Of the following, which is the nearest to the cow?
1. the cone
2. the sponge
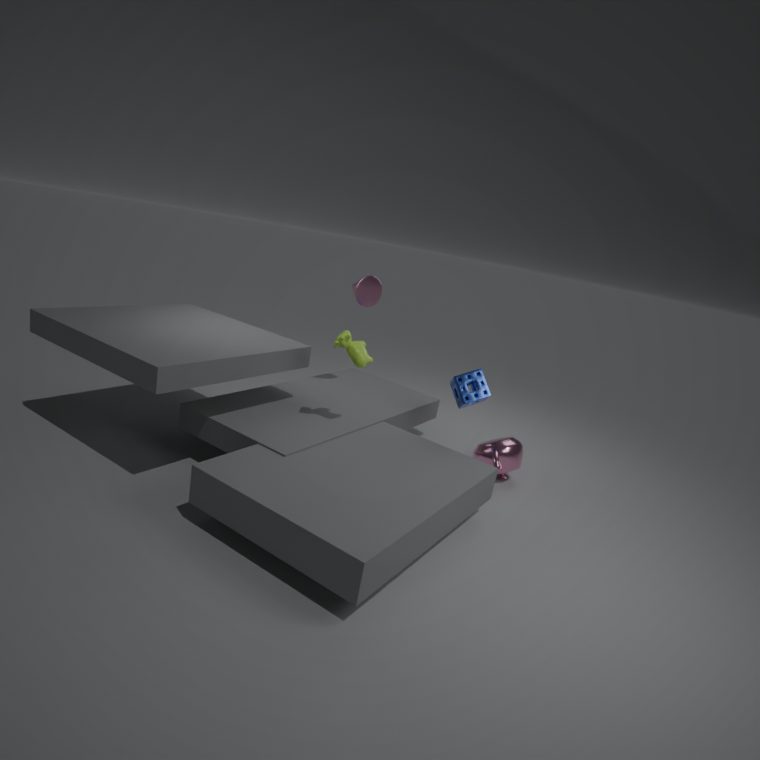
the sponge
